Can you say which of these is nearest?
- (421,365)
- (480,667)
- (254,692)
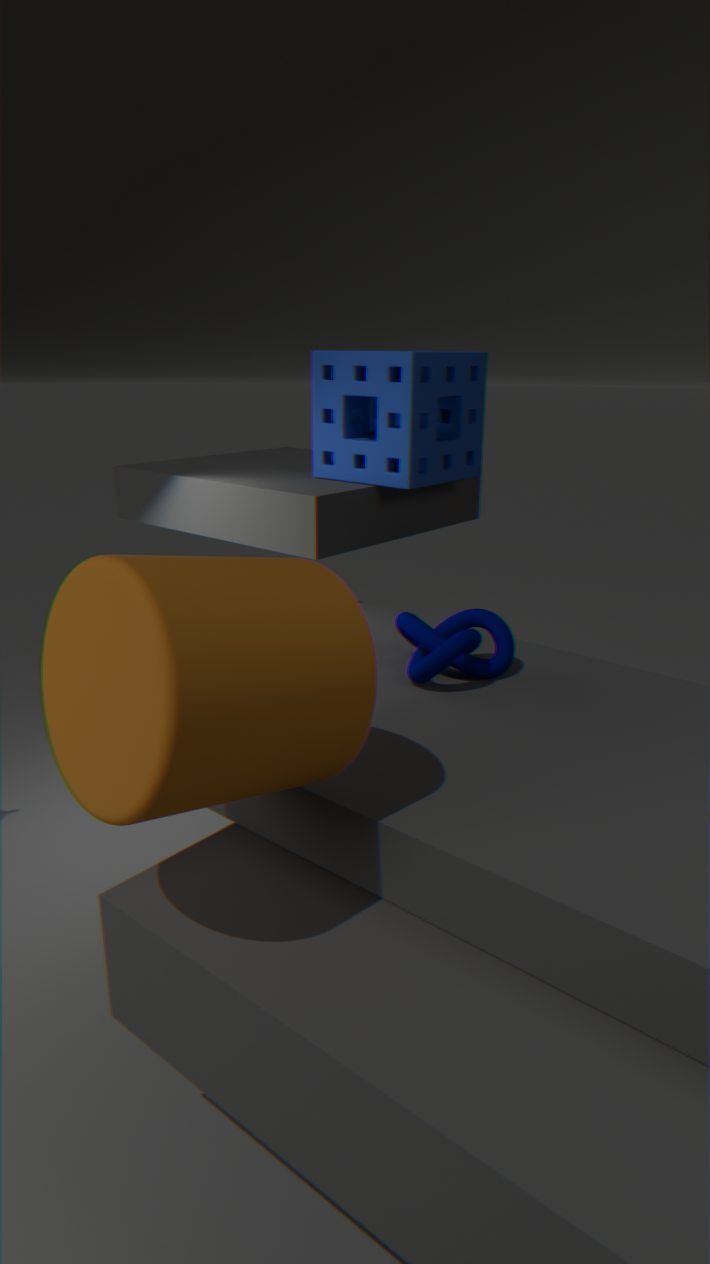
(254,692)
